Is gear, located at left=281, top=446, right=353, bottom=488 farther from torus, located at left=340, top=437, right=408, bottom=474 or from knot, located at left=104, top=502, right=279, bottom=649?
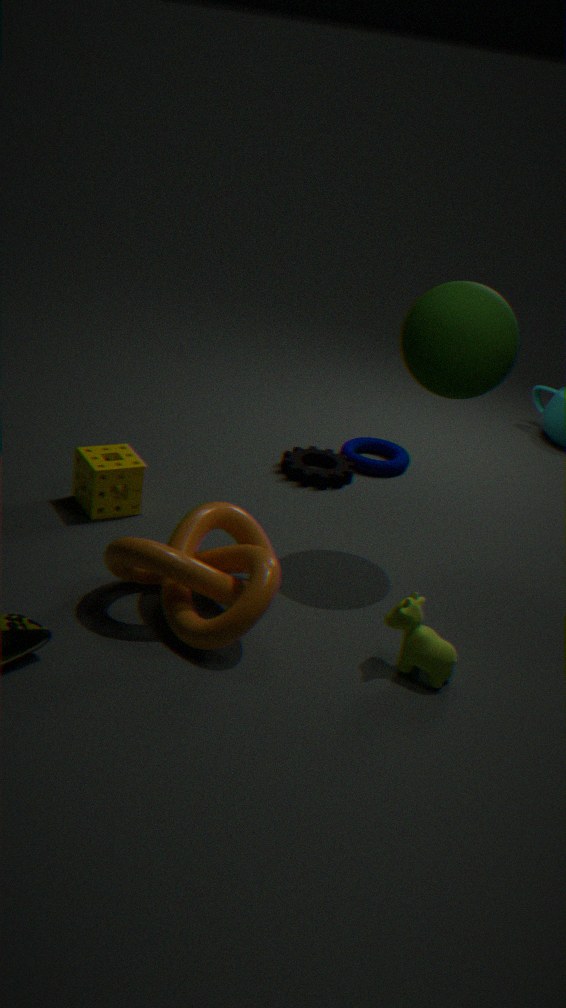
knot, located at left=104, top=502, right=279, bottom=649
